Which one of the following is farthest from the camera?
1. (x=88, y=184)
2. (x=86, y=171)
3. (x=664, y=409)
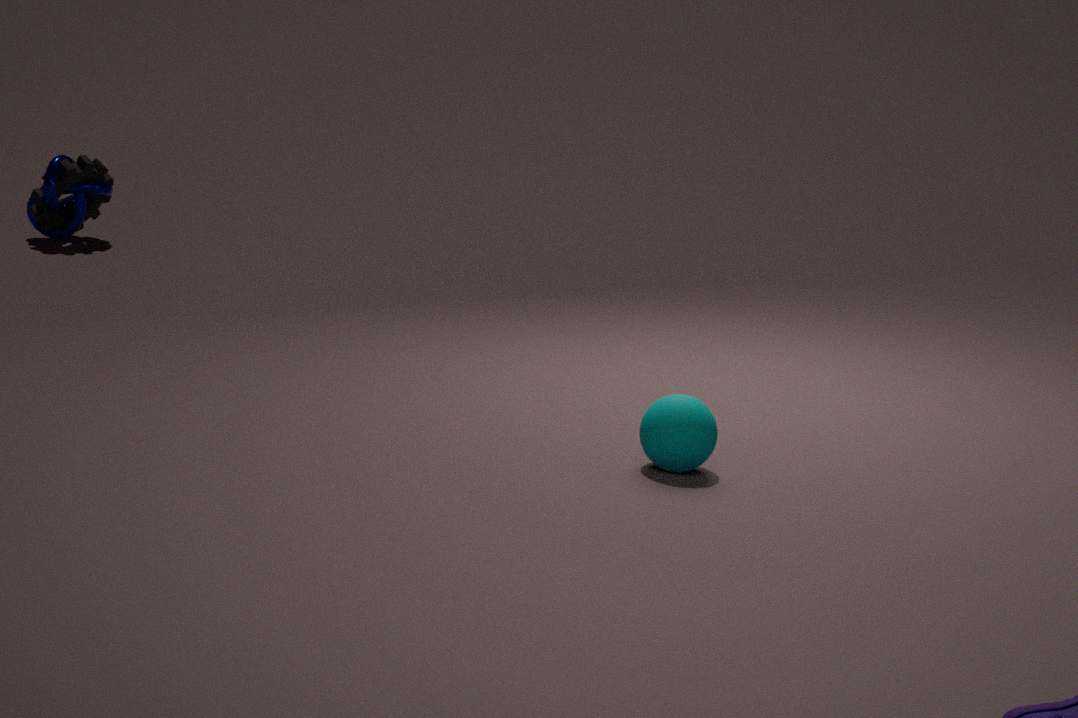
(x=88, y=184)
